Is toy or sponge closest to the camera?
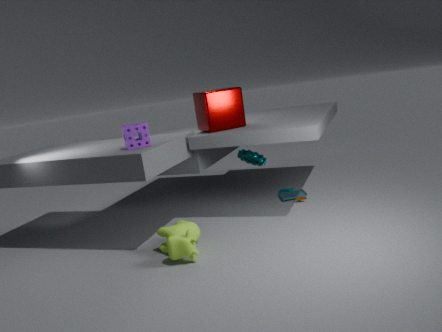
sponge
